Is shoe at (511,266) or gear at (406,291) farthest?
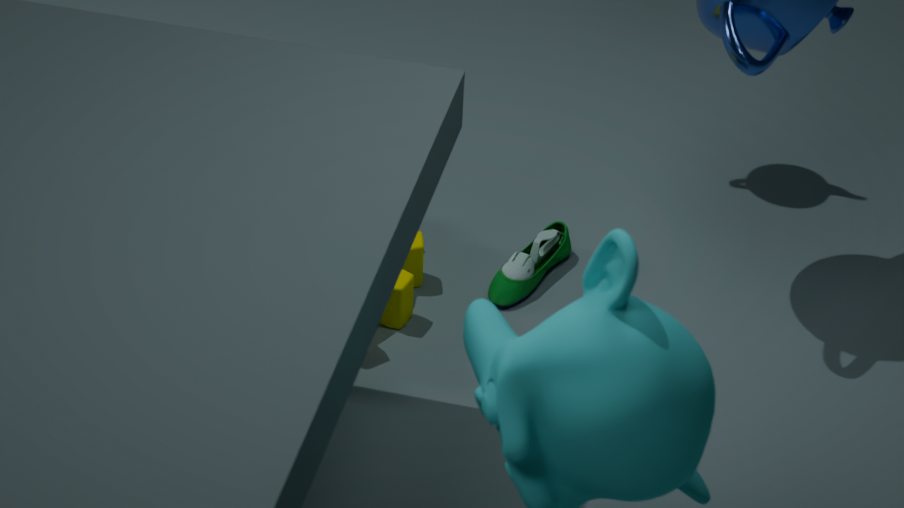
shoe at (511,266)
